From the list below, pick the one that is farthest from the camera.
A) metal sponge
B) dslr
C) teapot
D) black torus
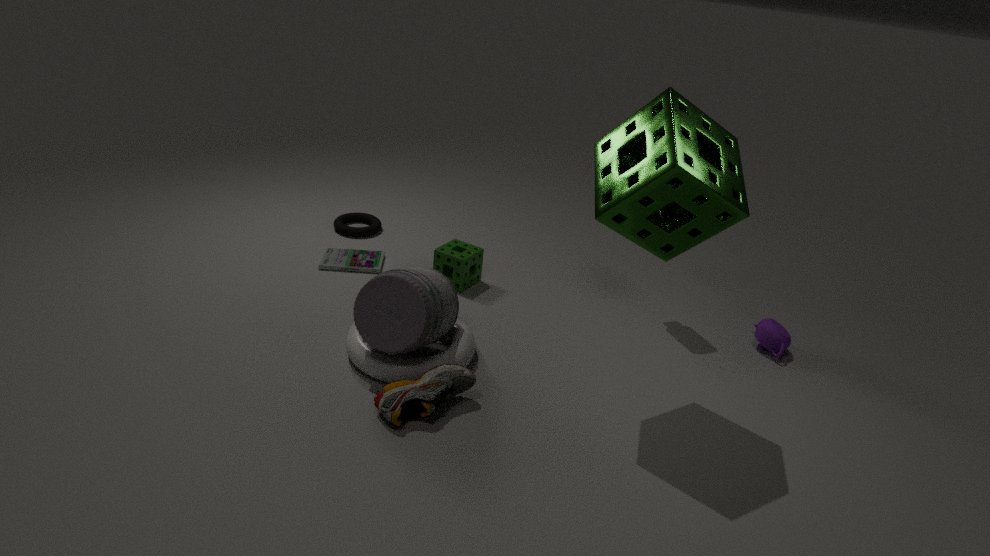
black torus
